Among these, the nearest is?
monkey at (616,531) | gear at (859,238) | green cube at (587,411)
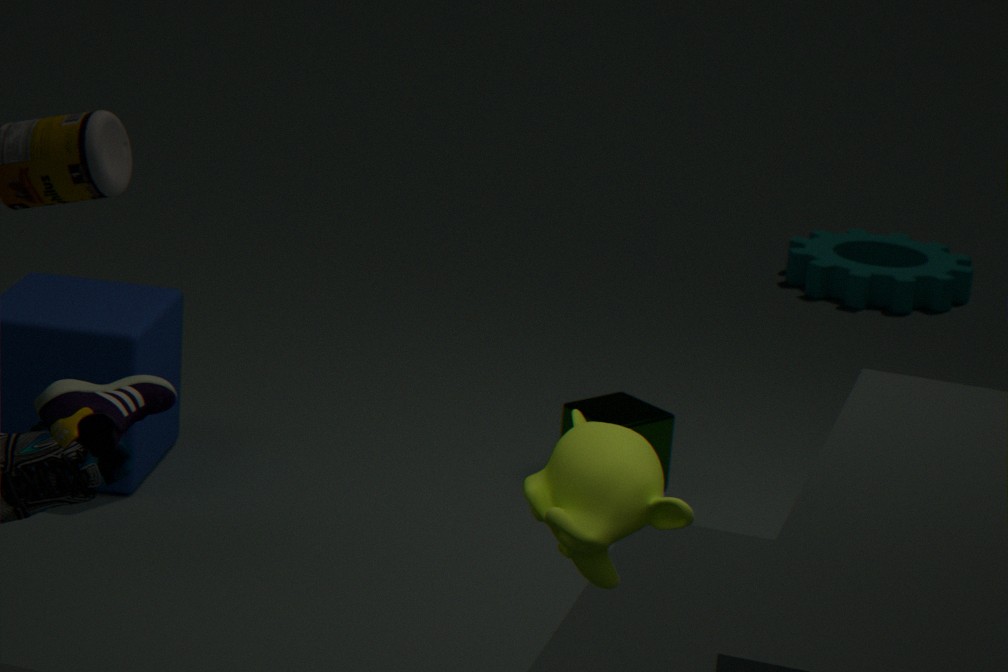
monkey at (616,531)
